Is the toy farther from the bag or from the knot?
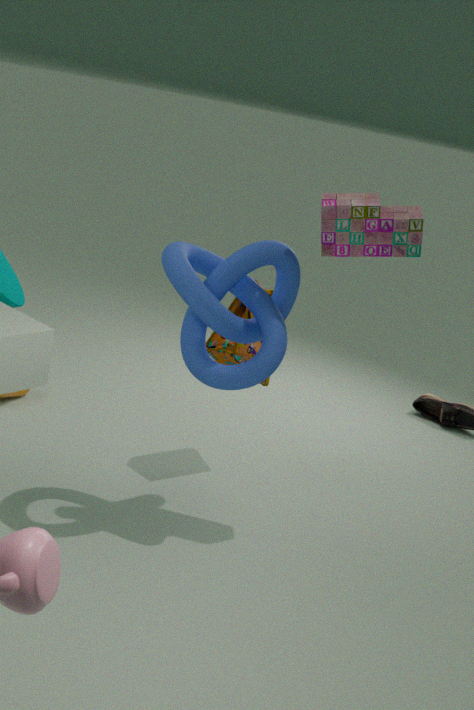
the bag
